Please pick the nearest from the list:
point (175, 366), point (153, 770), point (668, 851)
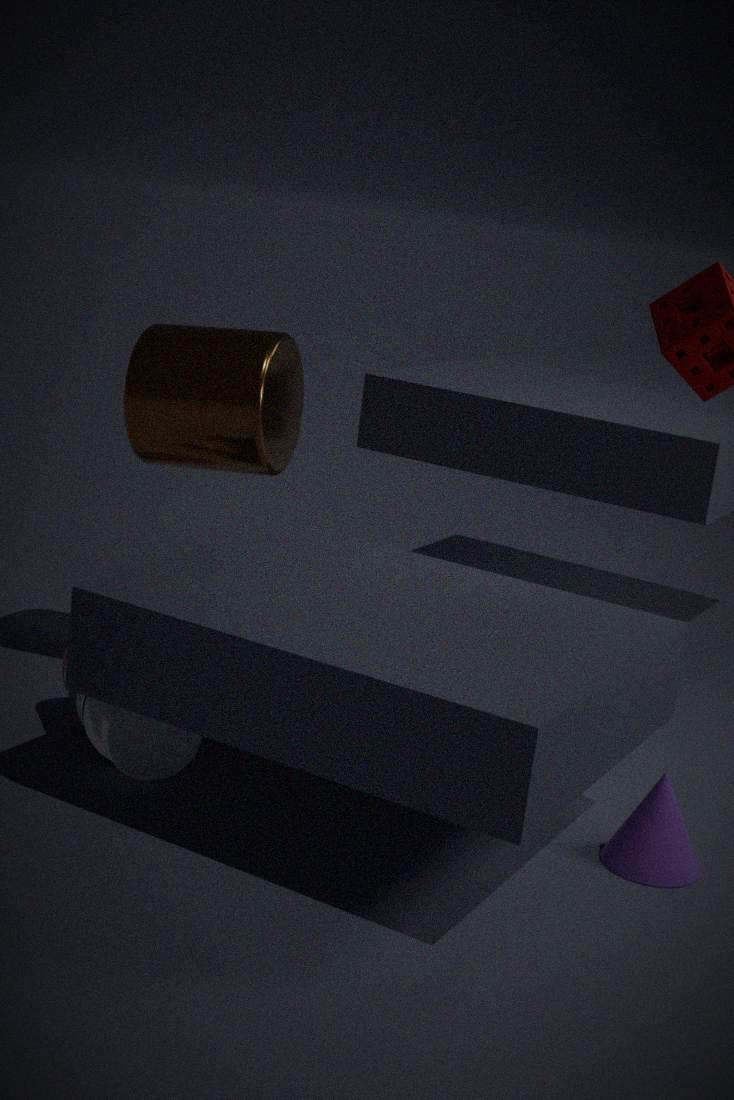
point (668, 851)
